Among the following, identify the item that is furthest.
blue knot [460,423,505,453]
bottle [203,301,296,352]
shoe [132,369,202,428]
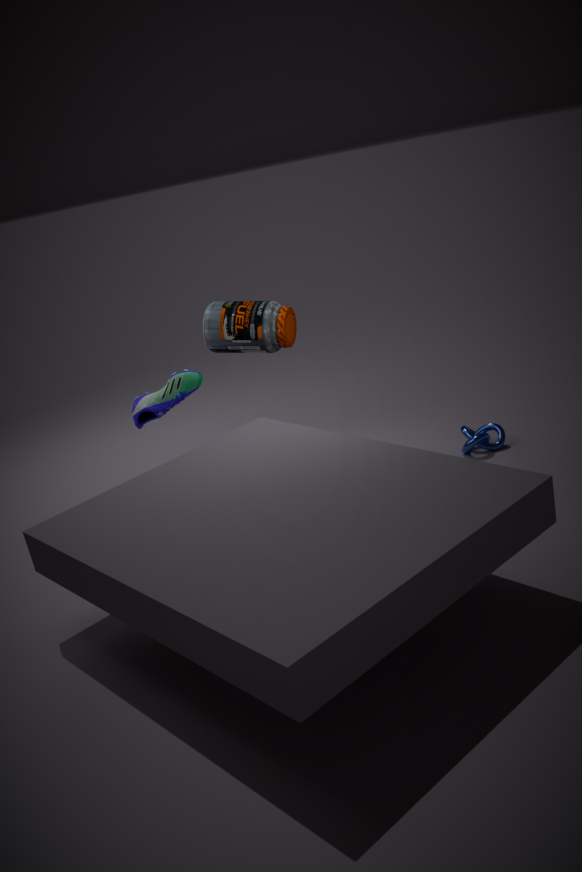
shoe [132,369,202,428]
